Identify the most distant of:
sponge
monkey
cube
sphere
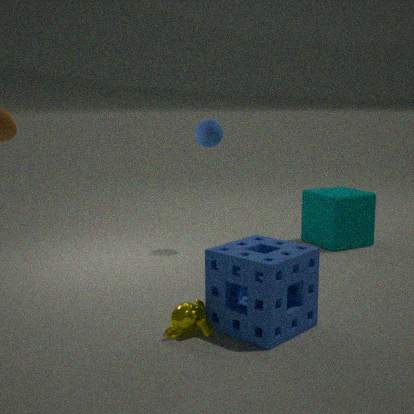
cube
